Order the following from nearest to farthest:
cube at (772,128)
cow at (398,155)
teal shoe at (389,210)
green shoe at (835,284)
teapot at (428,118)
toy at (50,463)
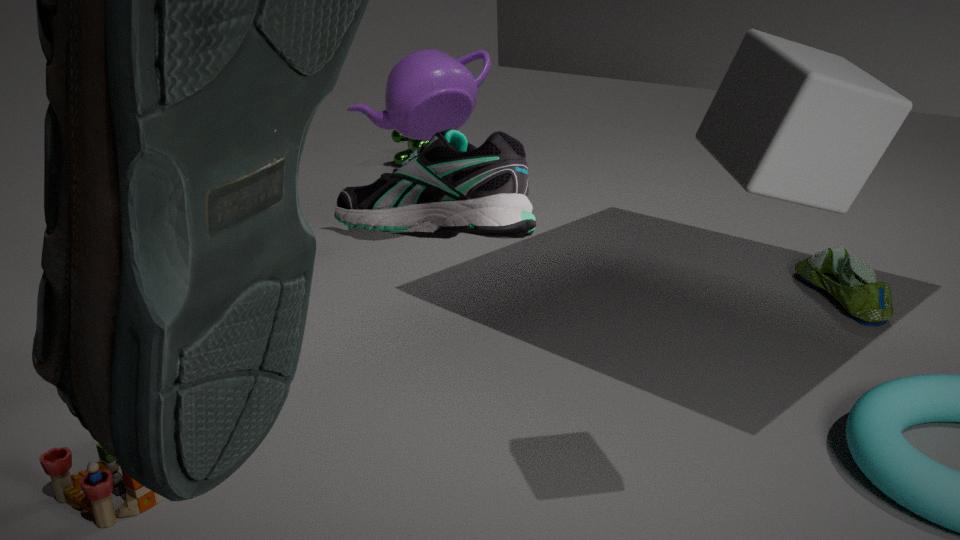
teal shoe at (389,210) → cube at (772,128) → toy at (50,463) → green shoe at (835,284) → teapot at (428,118) → cow at (398,155)
